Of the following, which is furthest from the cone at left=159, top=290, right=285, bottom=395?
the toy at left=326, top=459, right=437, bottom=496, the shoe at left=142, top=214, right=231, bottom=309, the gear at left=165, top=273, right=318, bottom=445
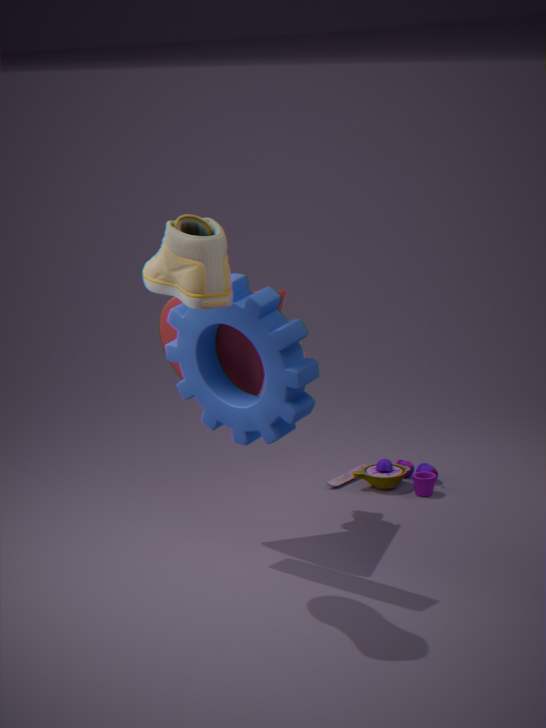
the toy at left=326, top=459, right=437, bottom=496
